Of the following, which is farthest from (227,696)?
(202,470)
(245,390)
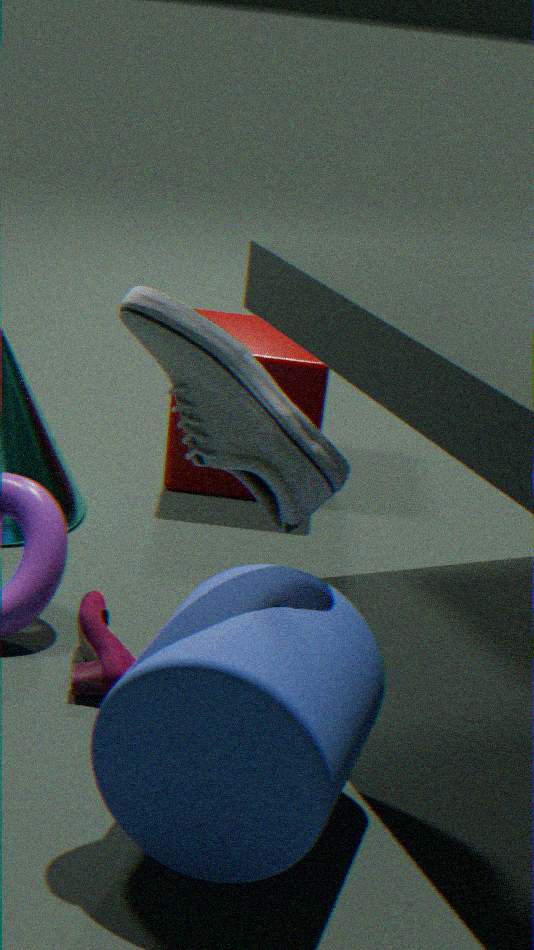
(202,470)
